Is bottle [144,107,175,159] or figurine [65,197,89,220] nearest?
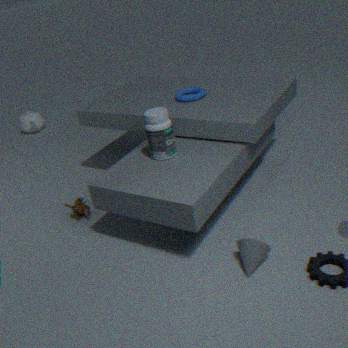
bottle [144,107,175,159]
